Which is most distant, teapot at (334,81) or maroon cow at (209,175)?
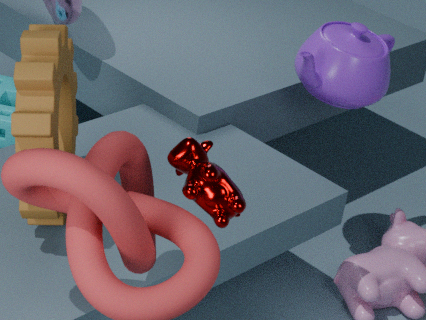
teapot at (334,81)
